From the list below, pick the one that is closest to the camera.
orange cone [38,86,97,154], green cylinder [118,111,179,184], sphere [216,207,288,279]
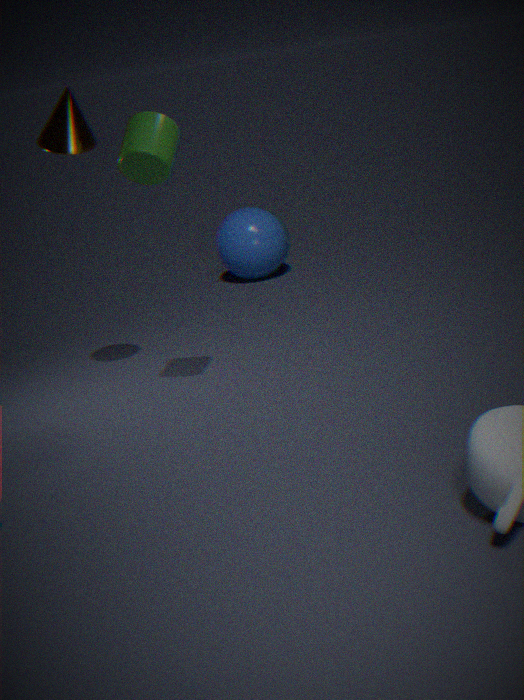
green cylinder [118,111,179,184]
